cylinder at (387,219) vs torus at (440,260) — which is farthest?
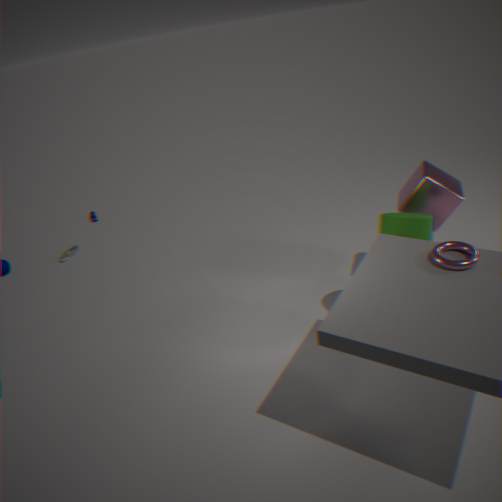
cylinder at (387,219)
